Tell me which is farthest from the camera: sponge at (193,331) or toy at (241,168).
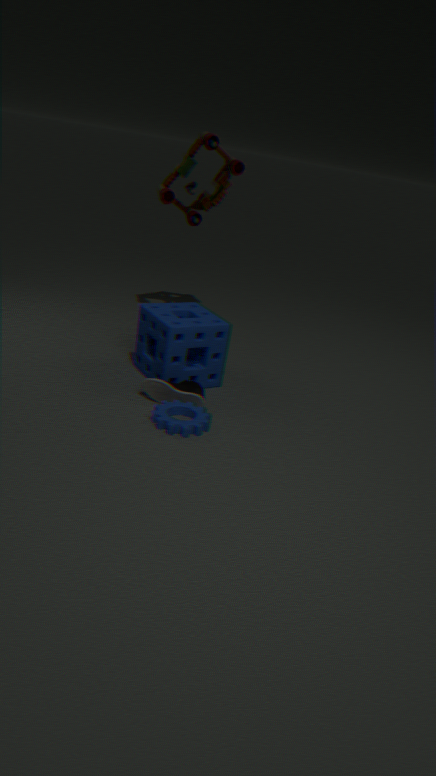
toy at (241,168)
